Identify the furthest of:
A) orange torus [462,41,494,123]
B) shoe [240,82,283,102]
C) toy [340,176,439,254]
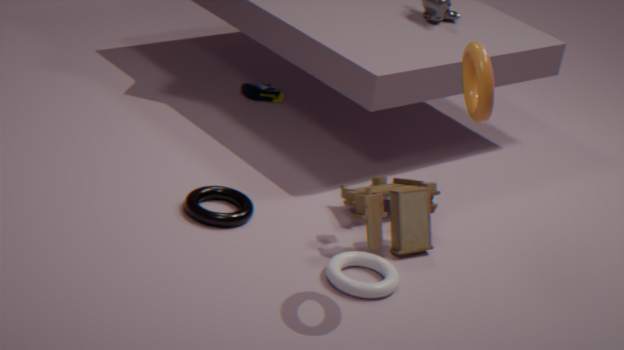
shoe [240,82,283,102]
